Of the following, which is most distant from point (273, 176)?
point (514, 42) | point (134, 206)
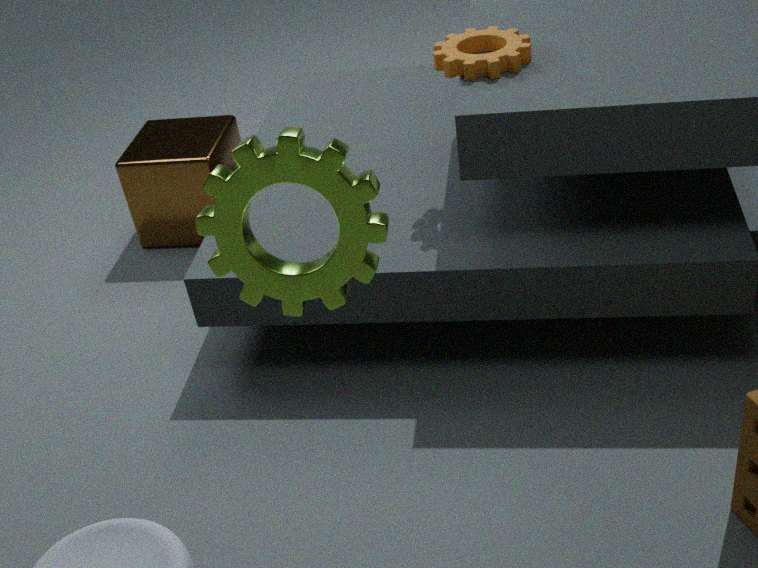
point (134, 206)
